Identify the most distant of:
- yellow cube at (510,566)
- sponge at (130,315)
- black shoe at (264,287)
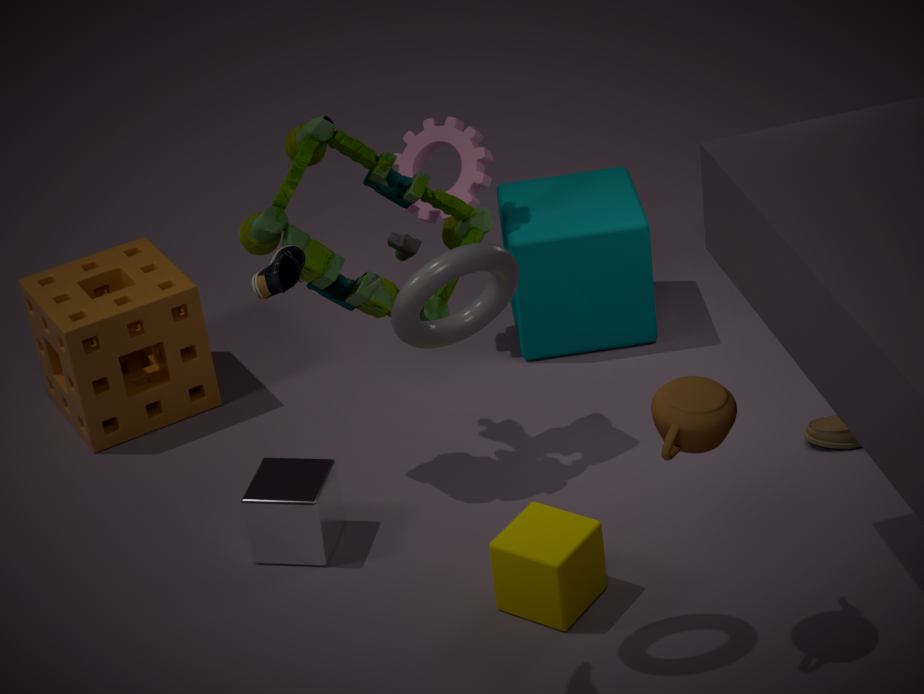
sponge at (130,315)
